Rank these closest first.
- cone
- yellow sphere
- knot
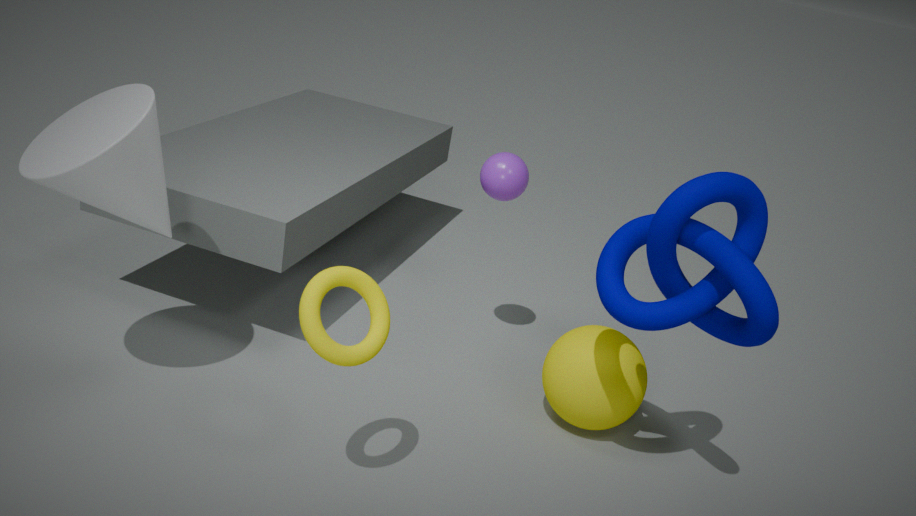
knot → cone → yellow sphere
